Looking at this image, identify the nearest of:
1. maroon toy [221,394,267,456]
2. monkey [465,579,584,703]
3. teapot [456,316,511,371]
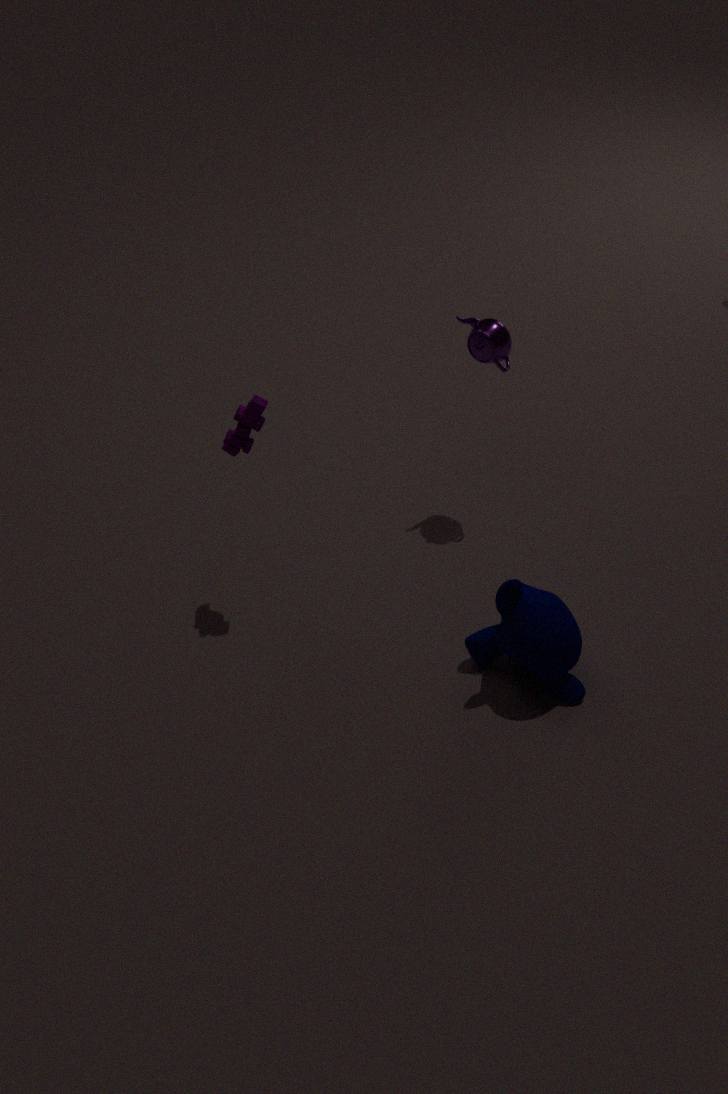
monkey [465,579,584,703]
